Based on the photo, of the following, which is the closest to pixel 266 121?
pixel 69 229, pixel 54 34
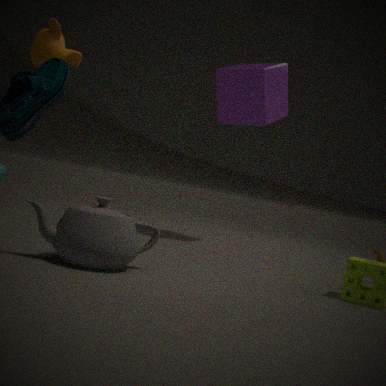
pixel 54 34
